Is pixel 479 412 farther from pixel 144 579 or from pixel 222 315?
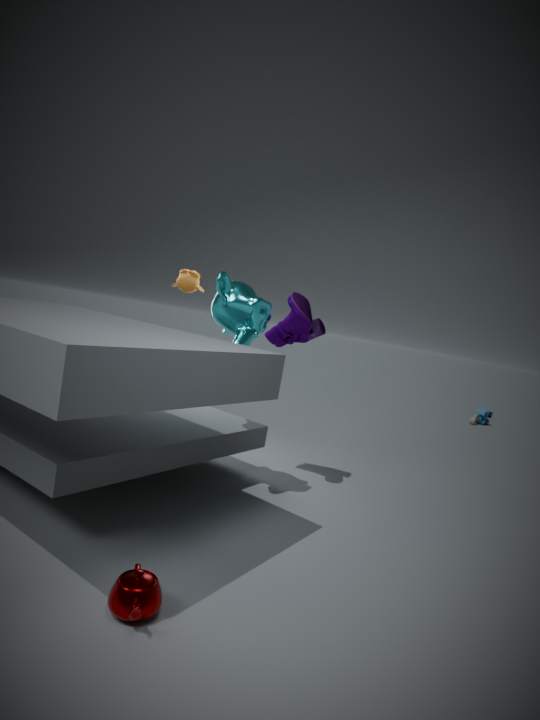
pixel 144 579
